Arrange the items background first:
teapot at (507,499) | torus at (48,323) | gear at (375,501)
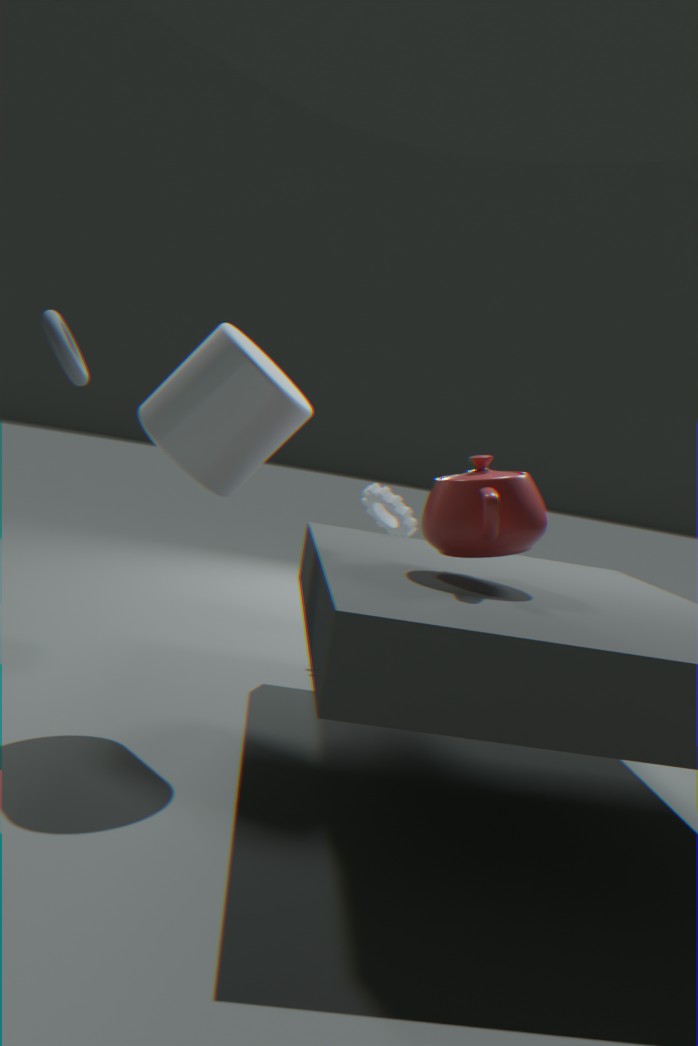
1. gear at (375,501)
2. torus at (48,323)
3. teapot at (507,499)
